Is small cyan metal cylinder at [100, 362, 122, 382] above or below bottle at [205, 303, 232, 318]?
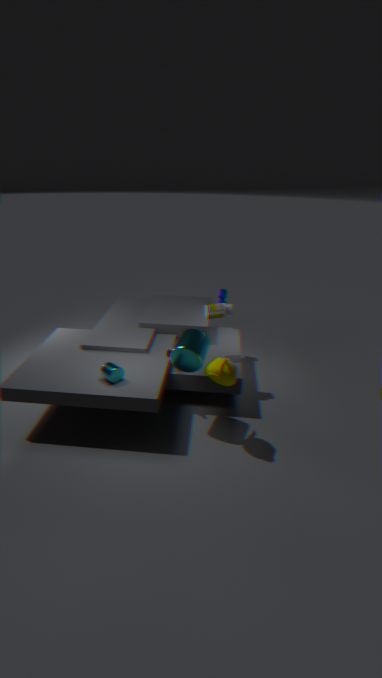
below
